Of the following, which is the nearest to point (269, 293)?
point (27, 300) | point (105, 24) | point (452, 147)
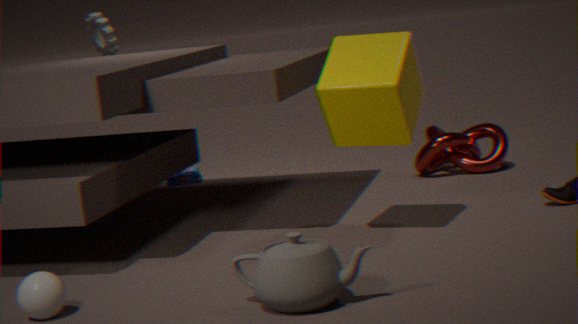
point (27, 300)
